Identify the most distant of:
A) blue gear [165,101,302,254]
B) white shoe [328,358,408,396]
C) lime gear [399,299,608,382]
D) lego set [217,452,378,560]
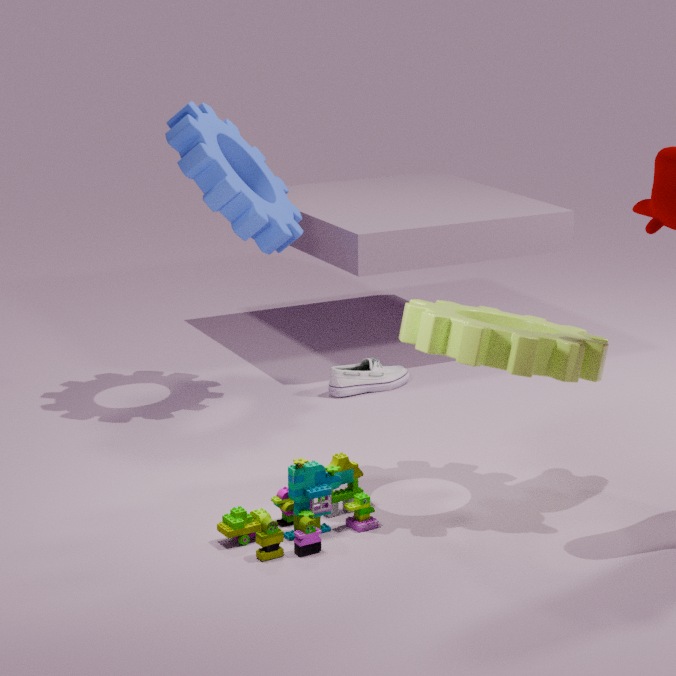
white shoe [328,358,408,396]
